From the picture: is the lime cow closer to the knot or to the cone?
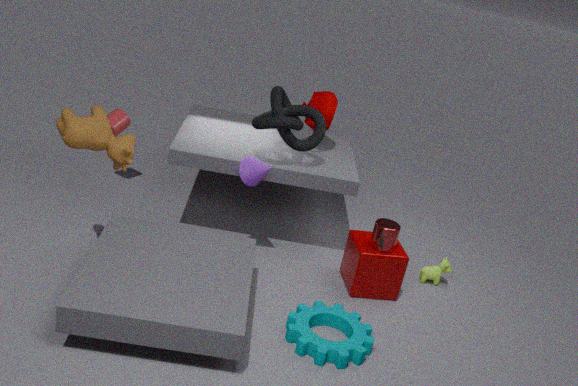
the knot
